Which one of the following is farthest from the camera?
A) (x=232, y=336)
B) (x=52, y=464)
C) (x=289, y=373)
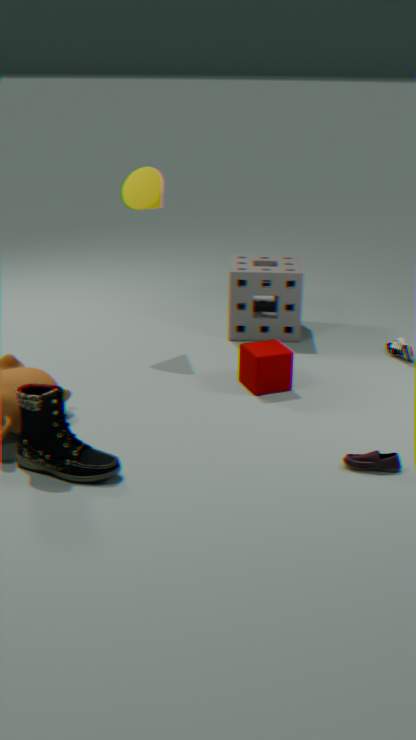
(x=232, y=336)
